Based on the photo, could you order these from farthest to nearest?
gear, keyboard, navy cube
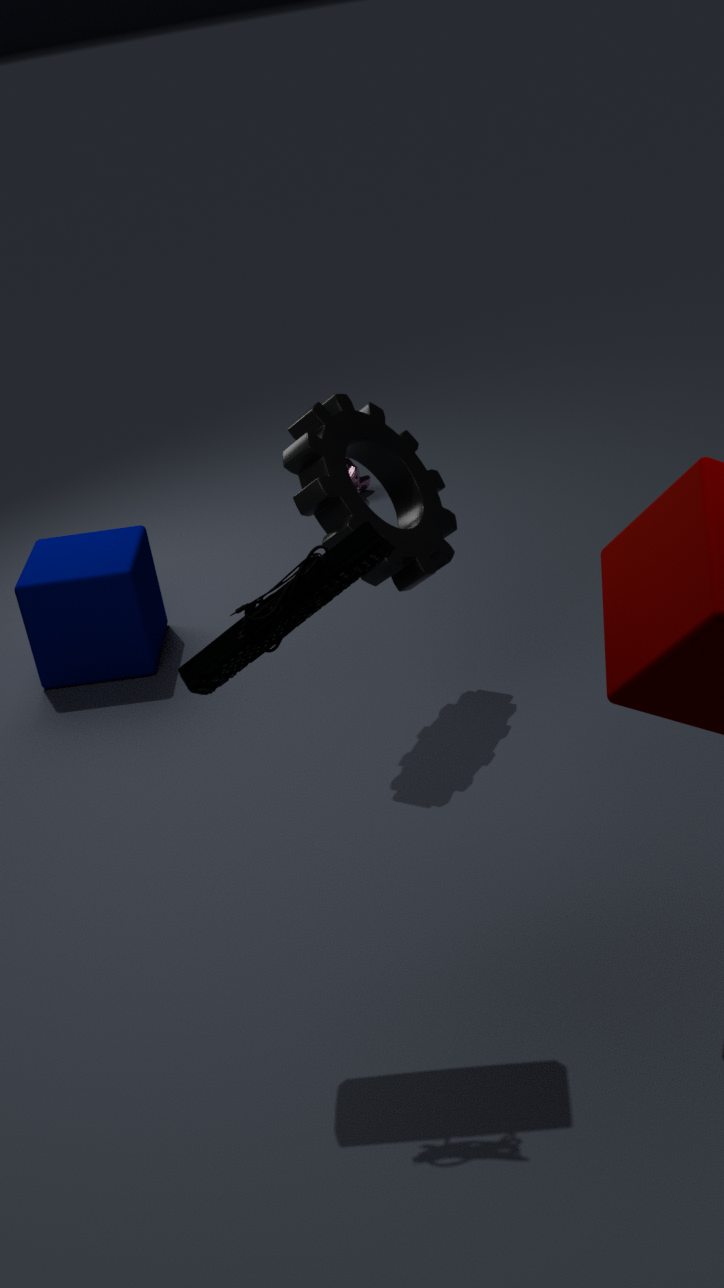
navy cube, gear, keyboard
